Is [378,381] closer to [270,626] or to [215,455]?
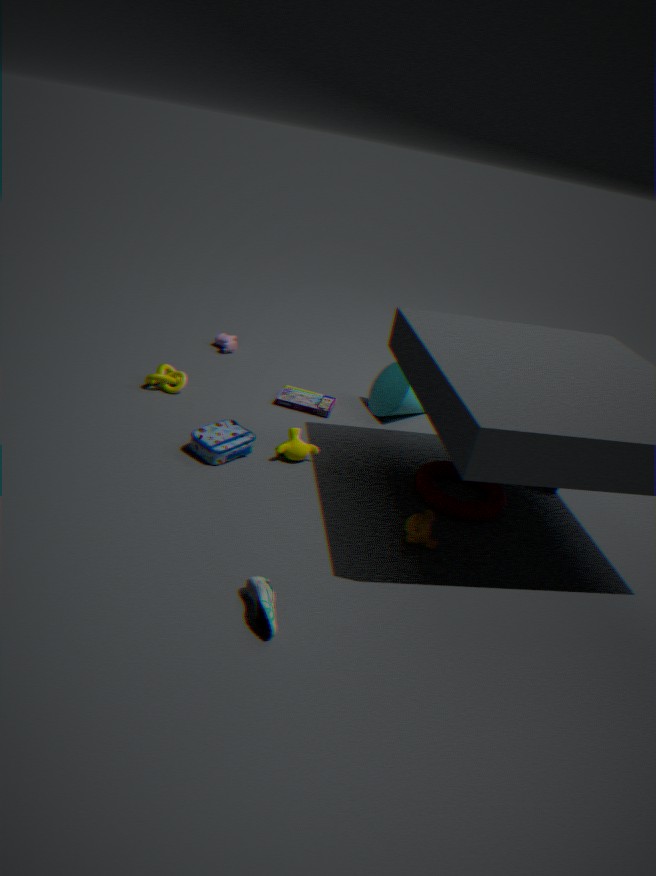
[215,455]
